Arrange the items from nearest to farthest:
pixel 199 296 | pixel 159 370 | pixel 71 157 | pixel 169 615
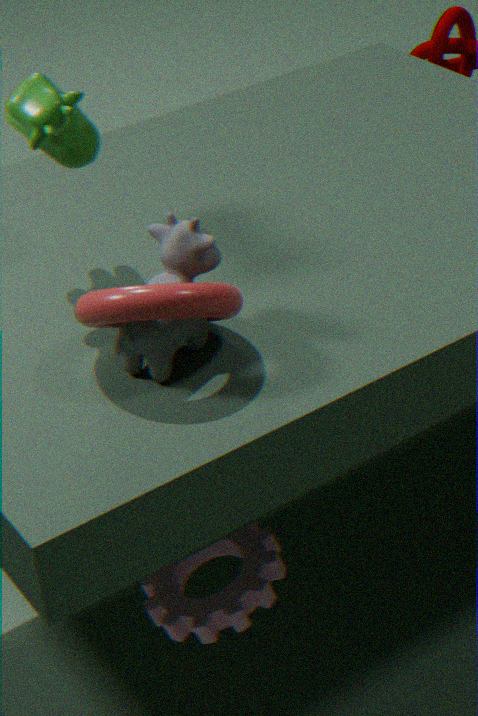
pixel 199 296, pixel 159 370, pixel 71 157, pixel 169 615
